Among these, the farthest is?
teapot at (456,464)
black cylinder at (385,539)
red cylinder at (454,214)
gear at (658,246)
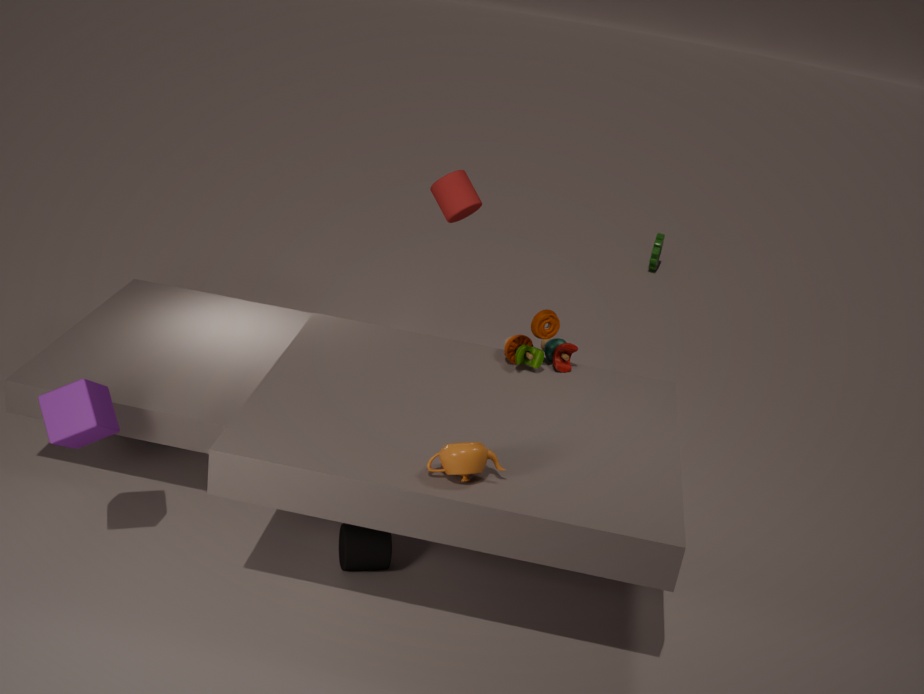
gear at (658,246)
